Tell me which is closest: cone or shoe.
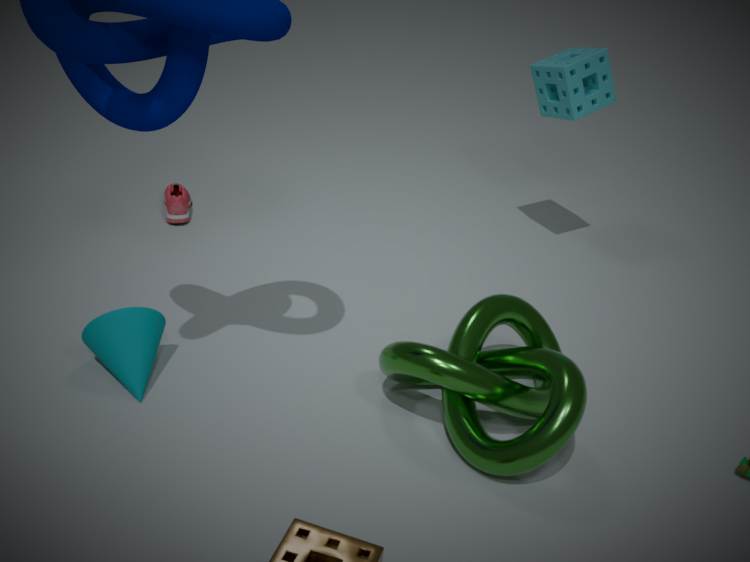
cone
